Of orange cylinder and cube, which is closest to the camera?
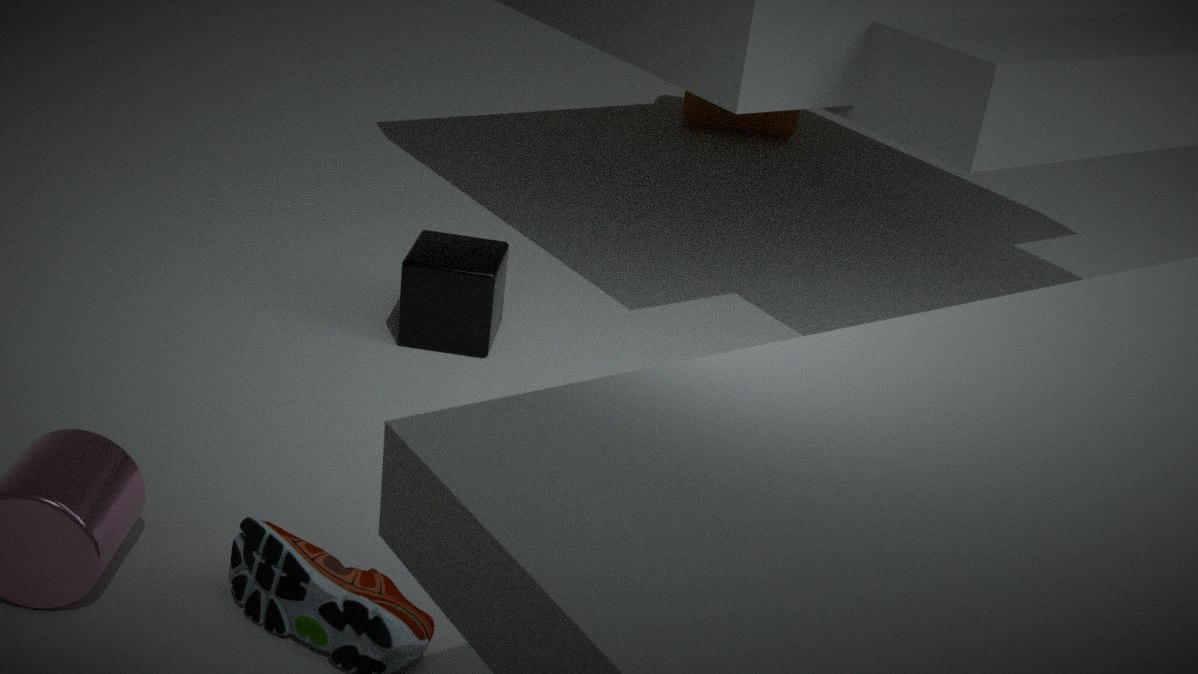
cube
